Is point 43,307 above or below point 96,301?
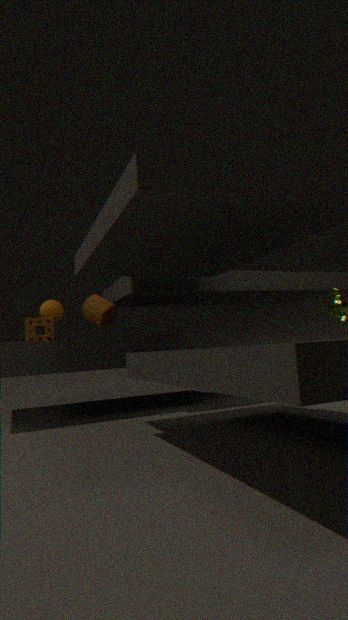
above
